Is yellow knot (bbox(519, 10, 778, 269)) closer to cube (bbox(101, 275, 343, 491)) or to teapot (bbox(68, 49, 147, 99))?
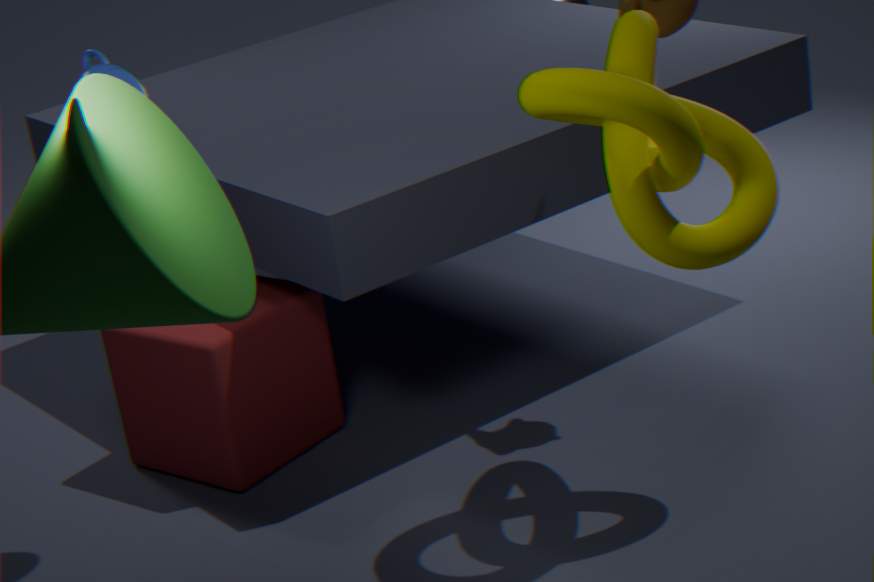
teapot (bbox(68, 49, 147, 99))
